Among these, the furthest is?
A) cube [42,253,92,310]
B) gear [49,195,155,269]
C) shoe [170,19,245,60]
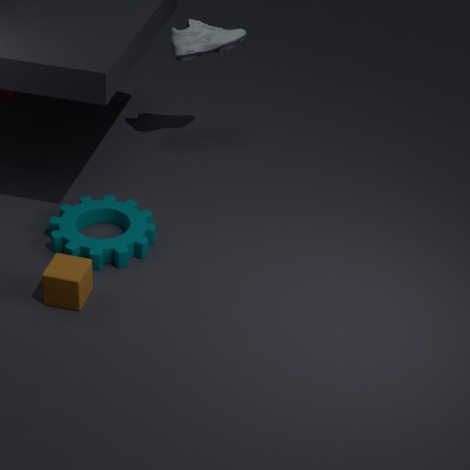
shoe [170,19,245,60]
